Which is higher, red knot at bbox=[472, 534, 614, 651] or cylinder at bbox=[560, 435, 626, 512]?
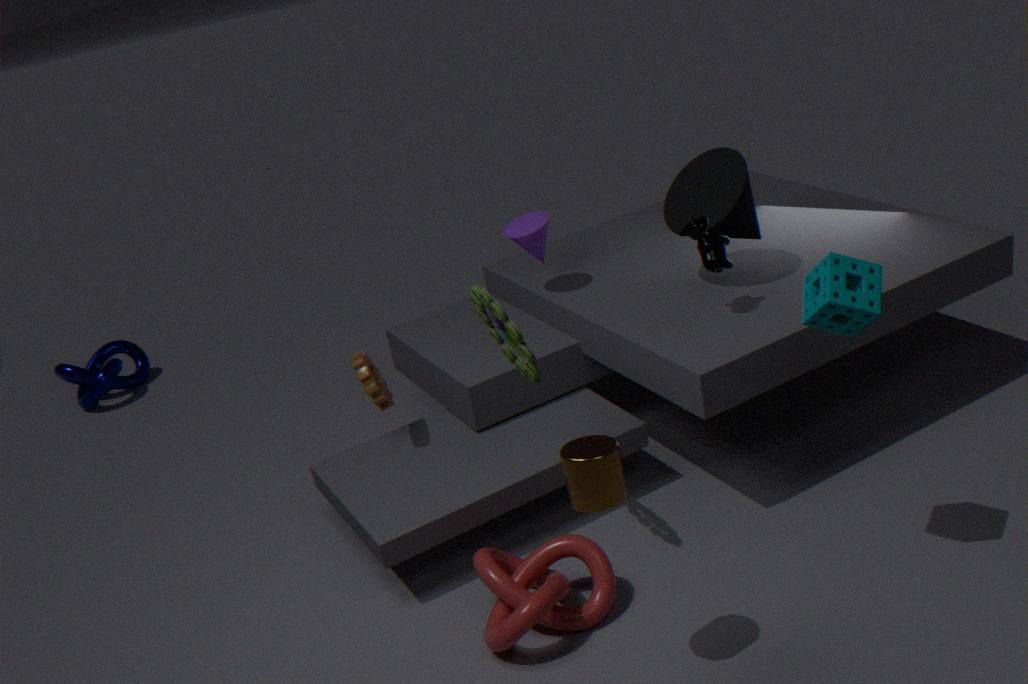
cylinder at bbox=[560, 435, 626, 512]
